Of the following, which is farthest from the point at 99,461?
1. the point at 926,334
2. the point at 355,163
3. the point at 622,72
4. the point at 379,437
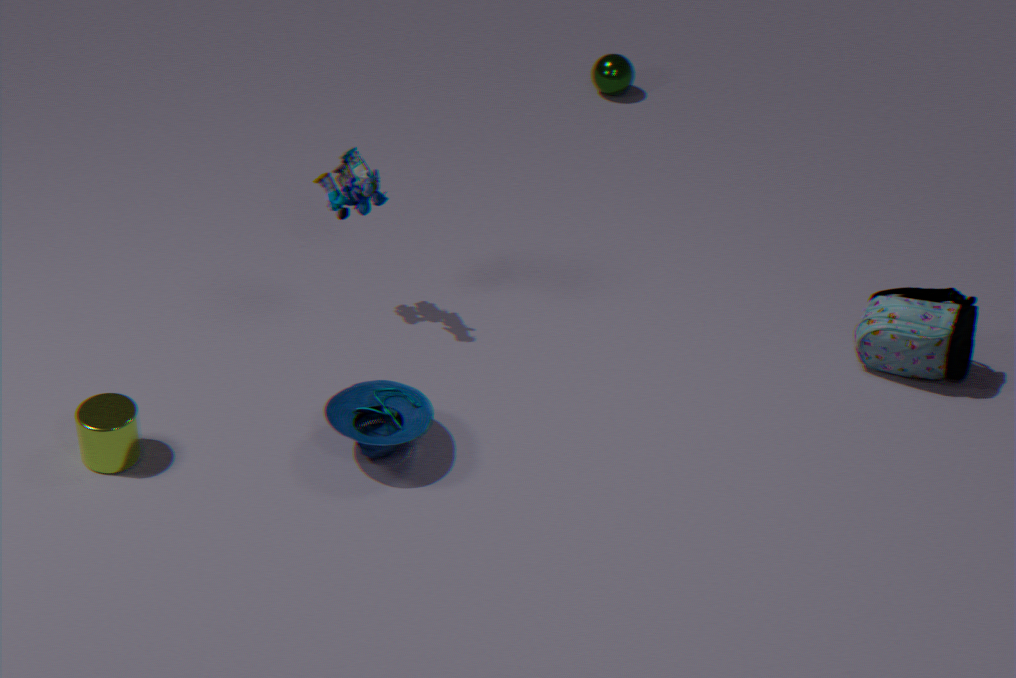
the point at 622,72
